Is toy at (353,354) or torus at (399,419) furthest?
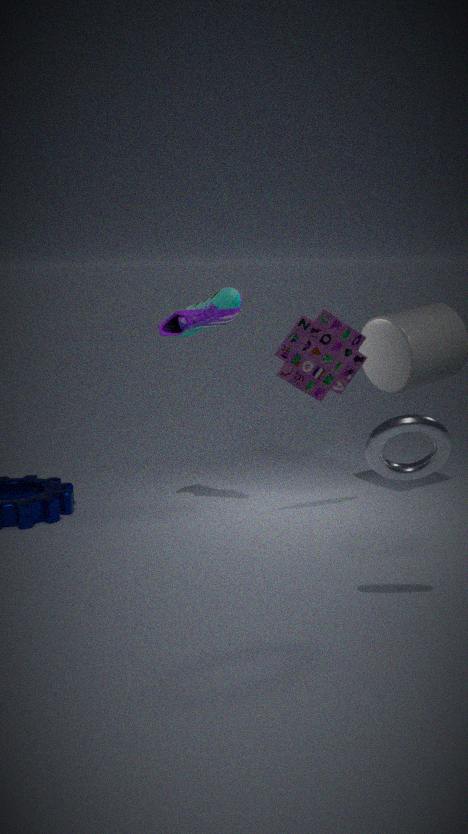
toy at (353,354)
